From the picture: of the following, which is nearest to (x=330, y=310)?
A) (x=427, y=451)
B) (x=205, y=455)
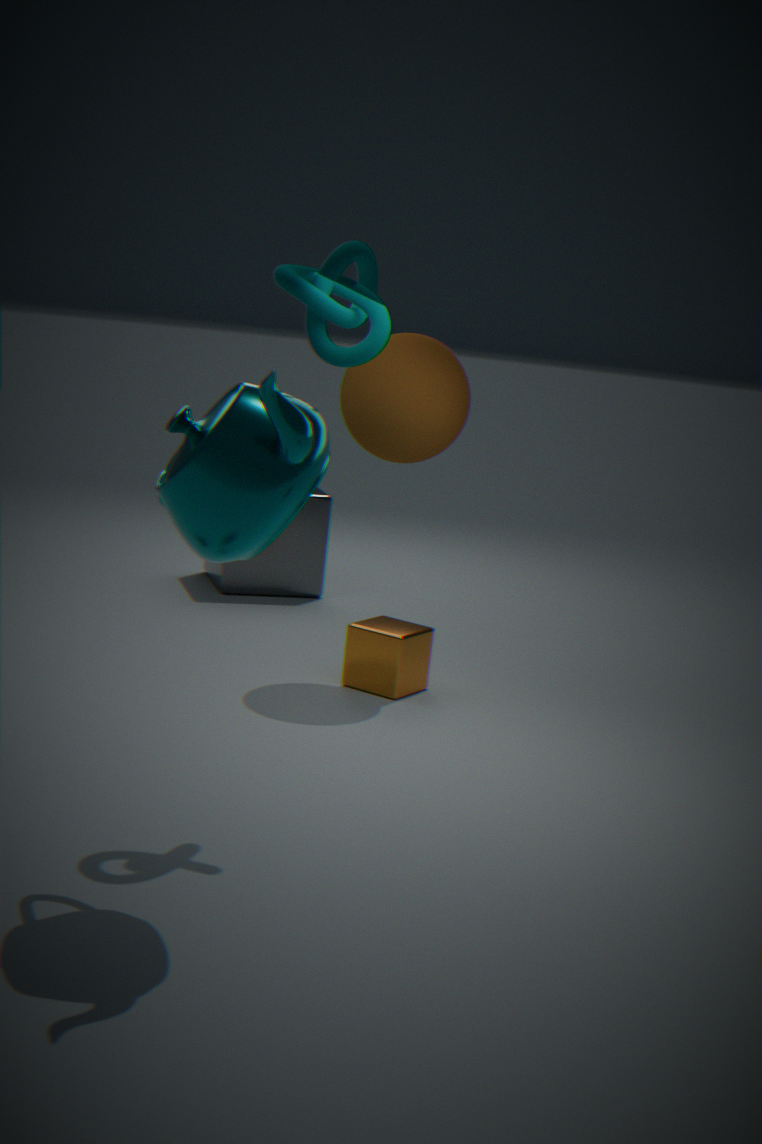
(x=205, y=455)
